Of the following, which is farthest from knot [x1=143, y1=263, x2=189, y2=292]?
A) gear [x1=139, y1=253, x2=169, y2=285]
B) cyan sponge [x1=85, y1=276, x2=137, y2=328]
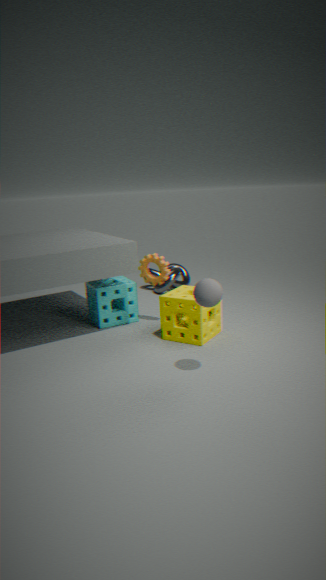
gear [x1=139, y1=253, x2=169, y2=285]
